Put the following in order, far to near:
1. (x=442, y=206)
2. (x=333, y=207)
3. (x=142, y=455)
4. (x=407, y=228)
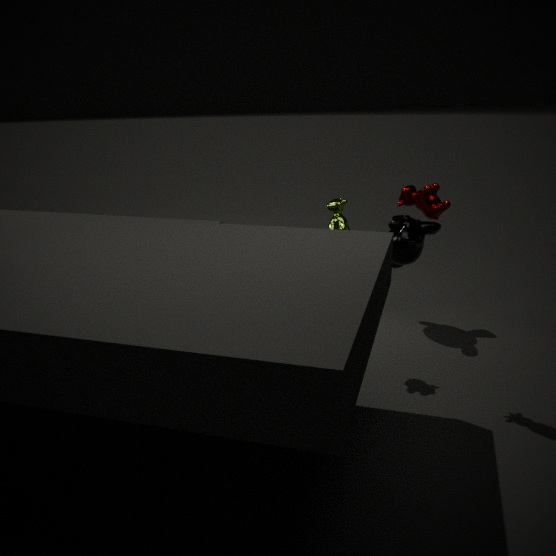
1. (x=407, y=228)
2. (x=333, y=207)
3. (x=442, y=206)
4. (x=142, y=455)
